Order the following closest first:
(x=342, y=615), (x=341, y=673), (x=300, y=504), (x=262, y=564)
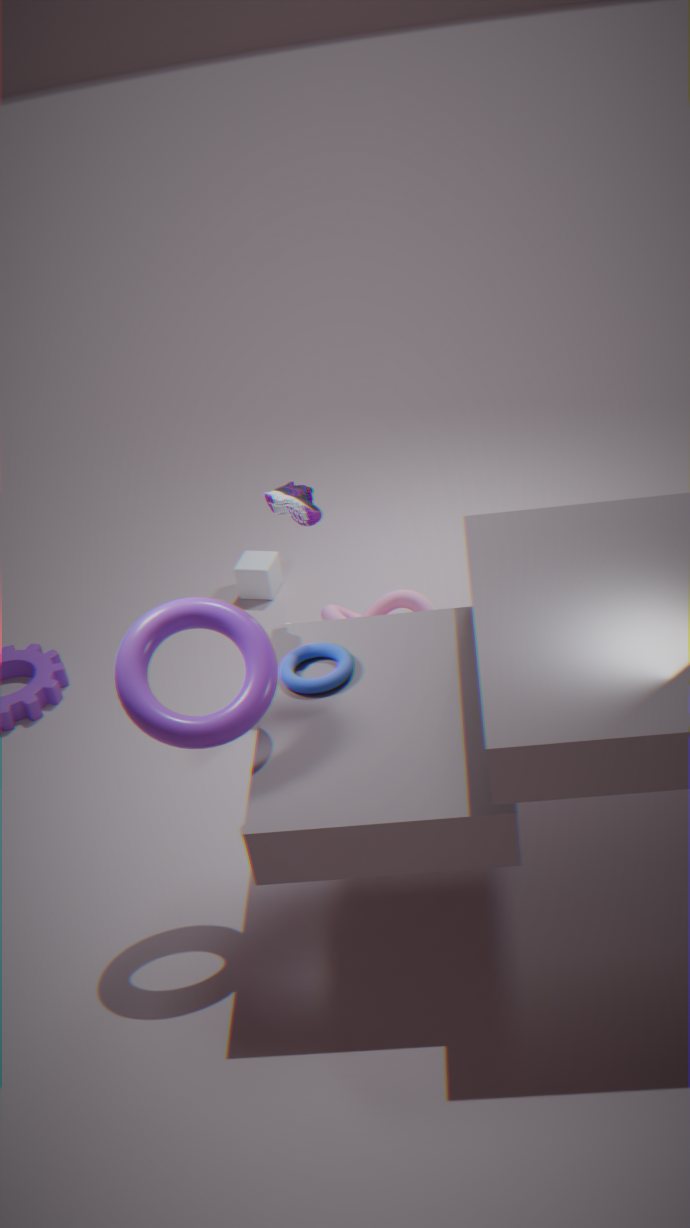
(x=341, y=673)
(x=300, y=504)
(x=342, y=615)
(x=262, y=564)
